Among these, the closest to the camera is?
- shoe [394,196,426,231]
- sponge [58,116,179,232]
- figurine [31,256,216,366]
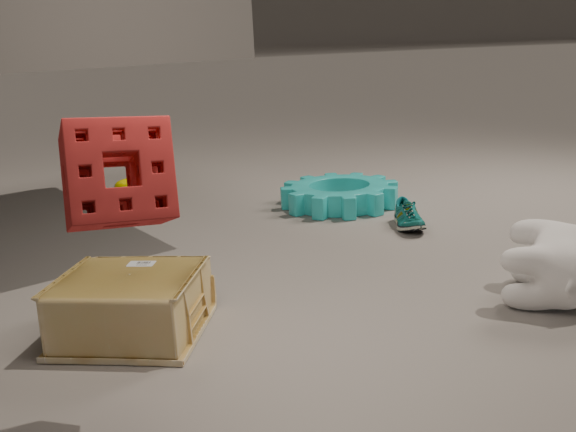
sponge [58,116,179,232]
